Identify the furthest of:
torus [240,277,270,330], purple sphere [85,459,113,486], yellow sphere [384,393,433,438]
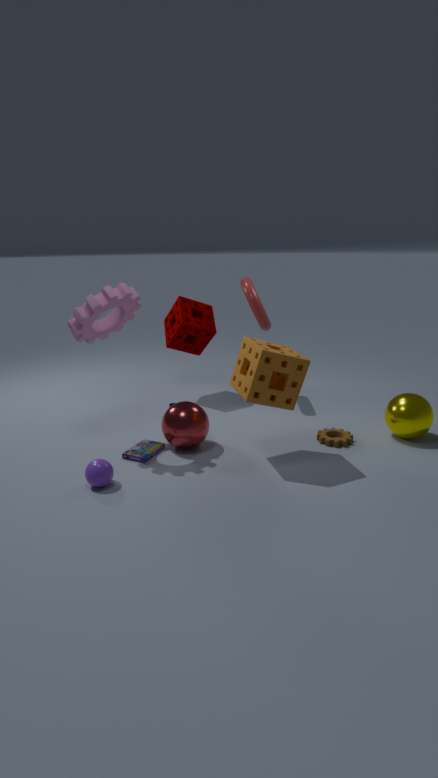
torus [240,277,270,330]
